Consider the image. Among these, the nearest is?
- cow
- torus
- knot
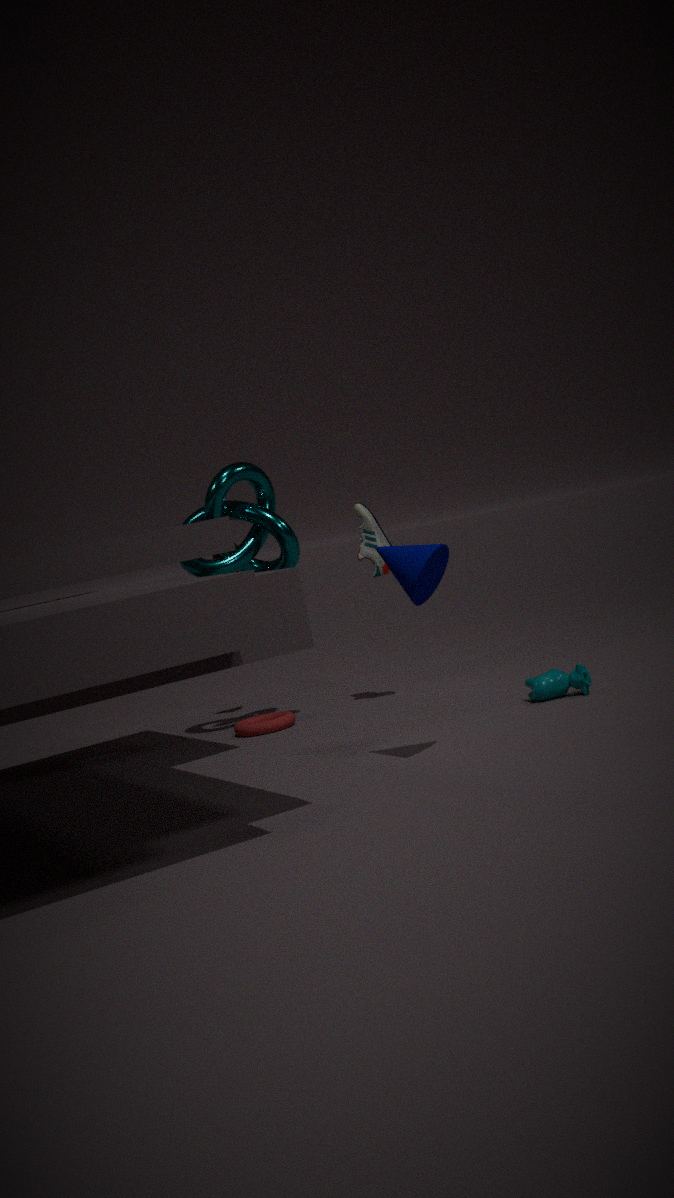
cow
